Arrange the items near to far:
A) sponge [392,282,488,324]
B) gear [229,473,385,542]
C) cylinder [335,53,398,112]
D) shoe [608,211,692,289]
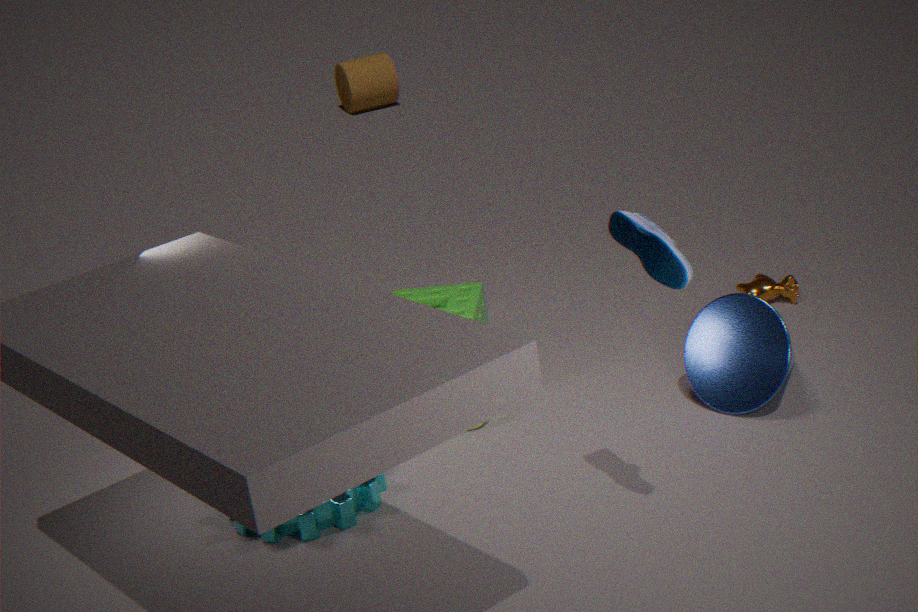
shoe [608,211,692,289] → gear [229,473,385,542] → sponge [392,282,488,324] → cylinder [335,53,398,112]
